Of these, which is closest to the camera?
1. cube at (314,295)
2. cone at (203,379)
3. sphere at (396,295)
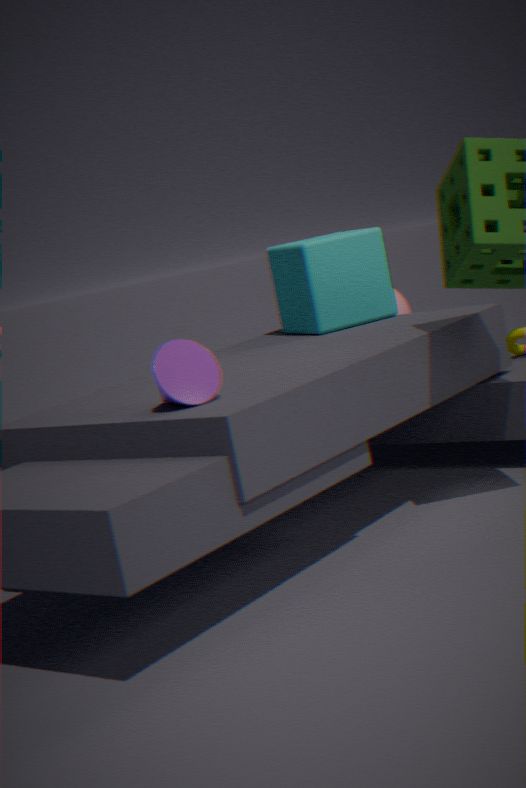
cone at (203,379)
